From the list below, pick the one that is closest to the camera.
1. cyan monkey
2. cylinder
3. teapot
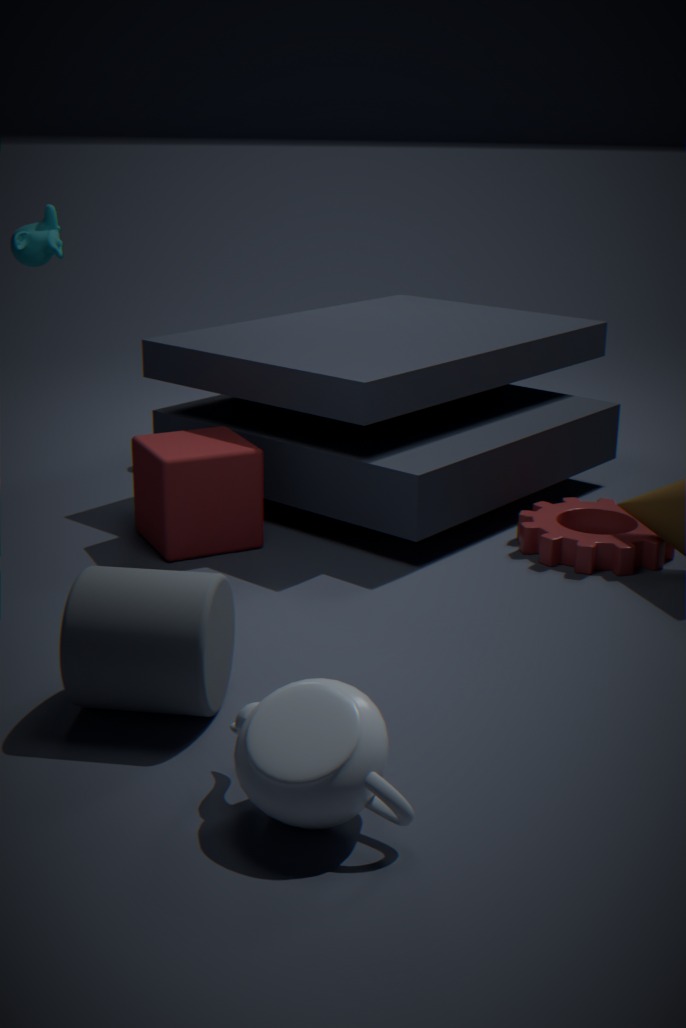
teapot
